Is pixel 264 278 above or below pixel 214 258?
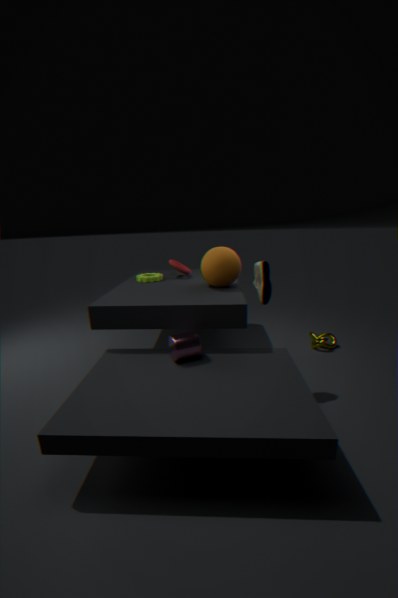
below
